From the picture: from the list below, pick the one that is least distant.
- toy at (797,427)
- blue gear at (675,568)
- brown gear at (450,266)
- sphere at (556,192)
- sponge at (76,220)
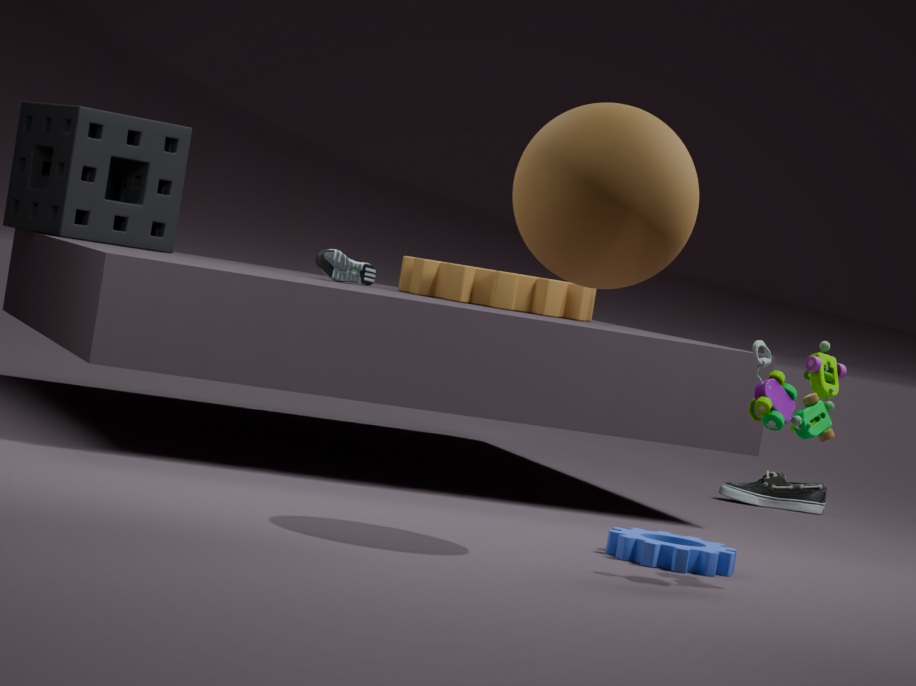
sphere at (556,192)
